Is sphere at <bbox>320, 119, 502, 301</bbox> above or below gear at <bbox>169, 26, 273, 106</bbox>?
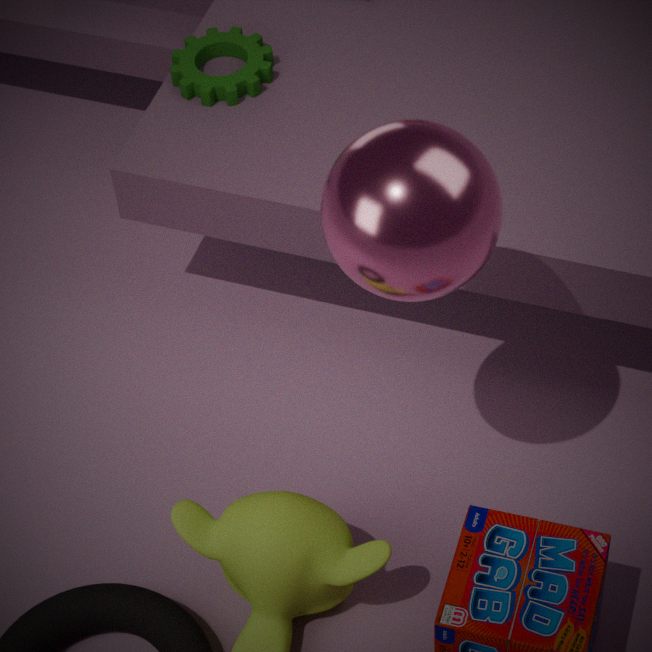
above
